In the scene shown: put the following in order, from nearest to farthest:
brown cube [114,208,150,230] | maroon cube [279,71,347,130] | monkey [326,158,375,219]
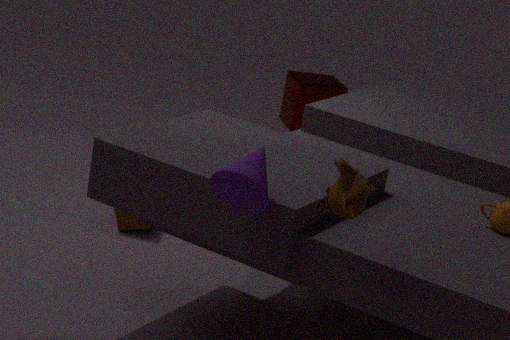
monkey [326,158,375,219], brown cube [114,208,150,230], maroon cube [279,71,347,130]
